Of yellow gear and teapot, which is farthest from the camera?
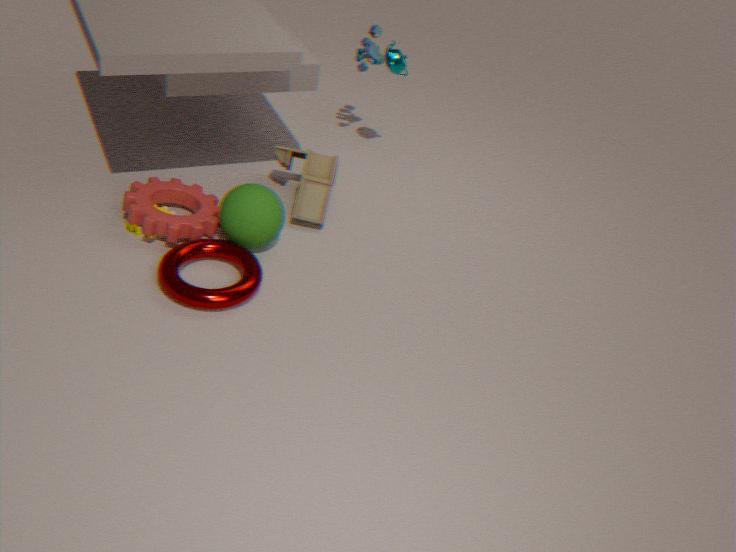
teapot
